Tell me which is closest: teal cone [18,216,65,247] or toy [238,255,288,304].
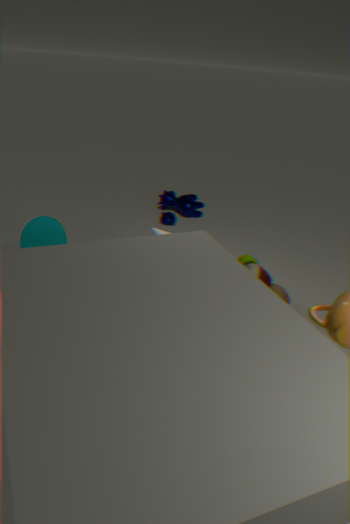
toy [238,255,288,304]
